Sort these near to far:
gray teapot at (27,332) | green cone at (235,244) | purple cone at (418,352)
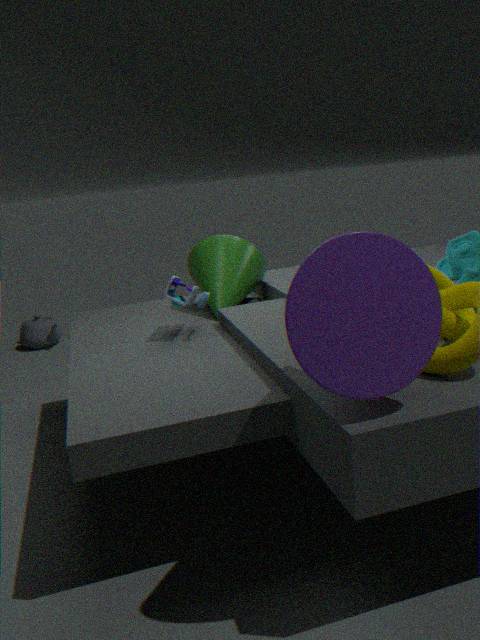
purple cone at (418,352), green cone at (235,244), gray teapot at (27,332)
